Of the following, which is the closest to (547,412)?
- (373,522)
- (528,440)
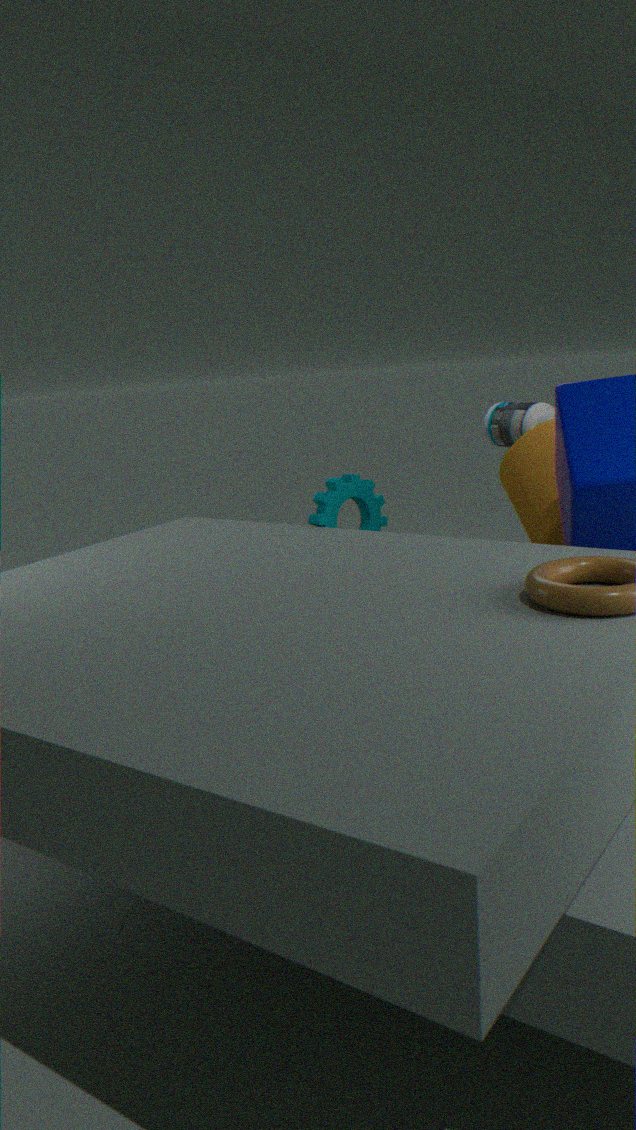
(528,440)
